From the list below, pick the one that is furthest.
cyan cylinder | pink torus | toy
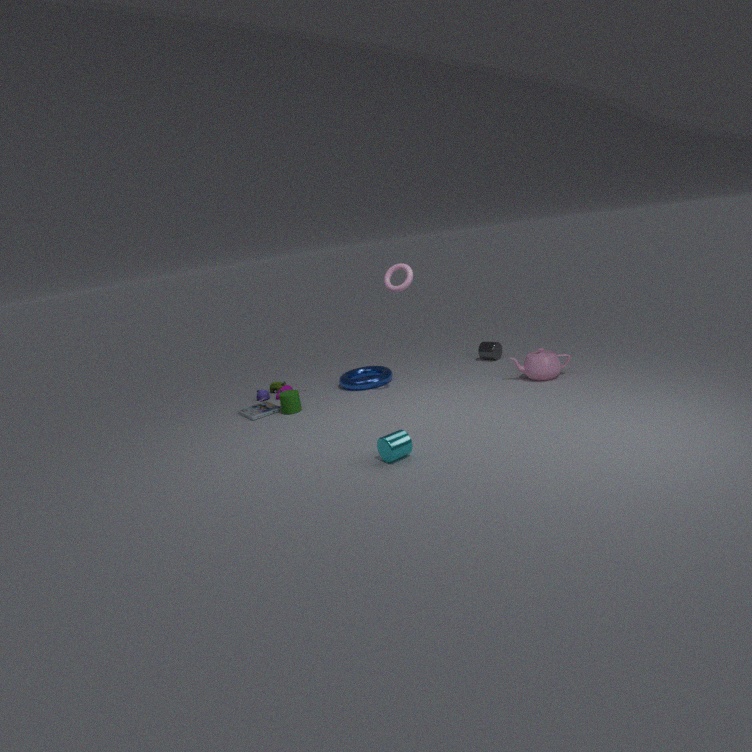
toy
